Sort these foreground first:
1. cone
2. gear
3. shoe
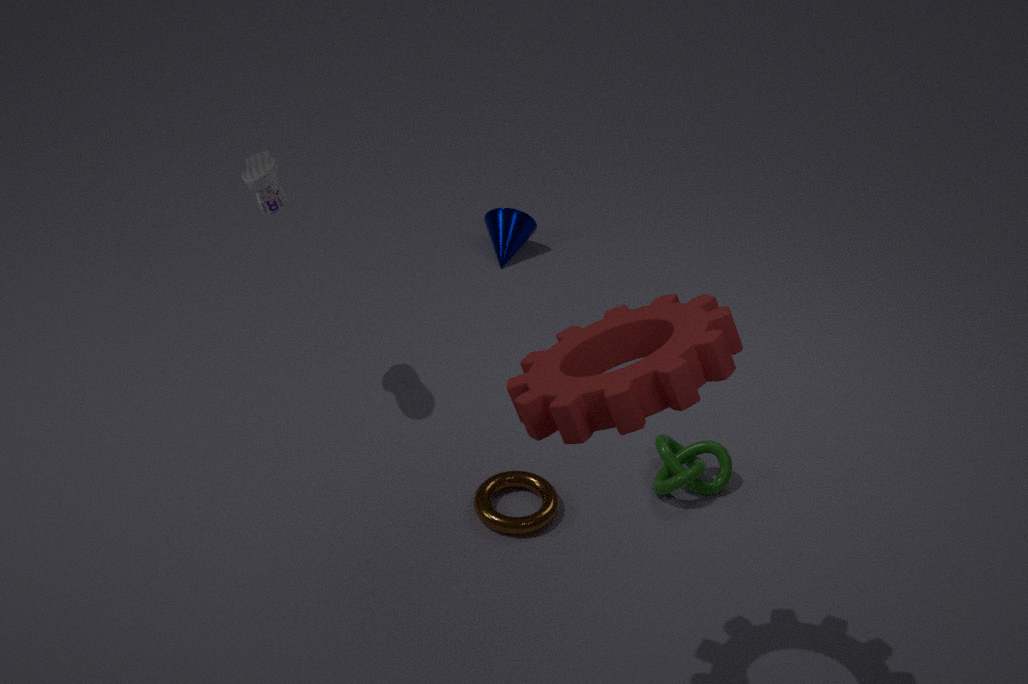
1. gear
2. shoe
3. cone
